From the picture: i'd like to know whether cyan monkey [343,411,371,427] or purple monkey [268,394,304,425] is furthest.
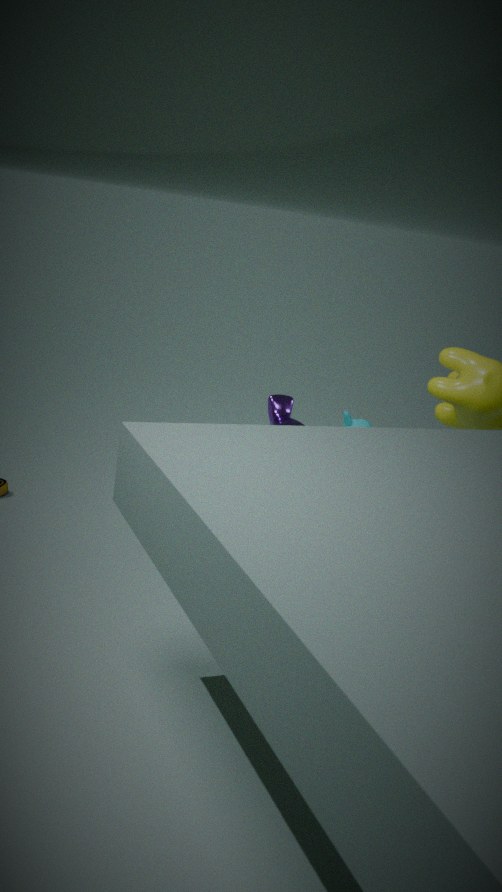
cyan monkey [343,411,371,427]
